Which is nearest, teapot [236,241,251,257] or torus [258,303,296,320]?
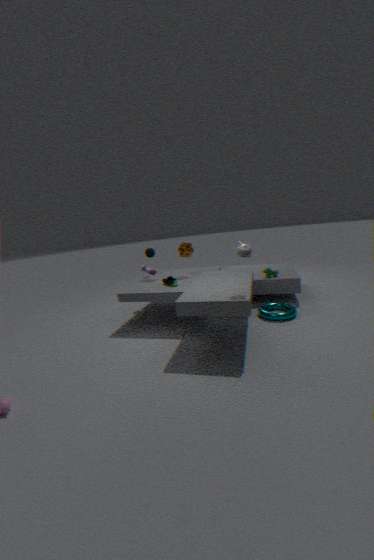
teapot [236,241,251,257]
